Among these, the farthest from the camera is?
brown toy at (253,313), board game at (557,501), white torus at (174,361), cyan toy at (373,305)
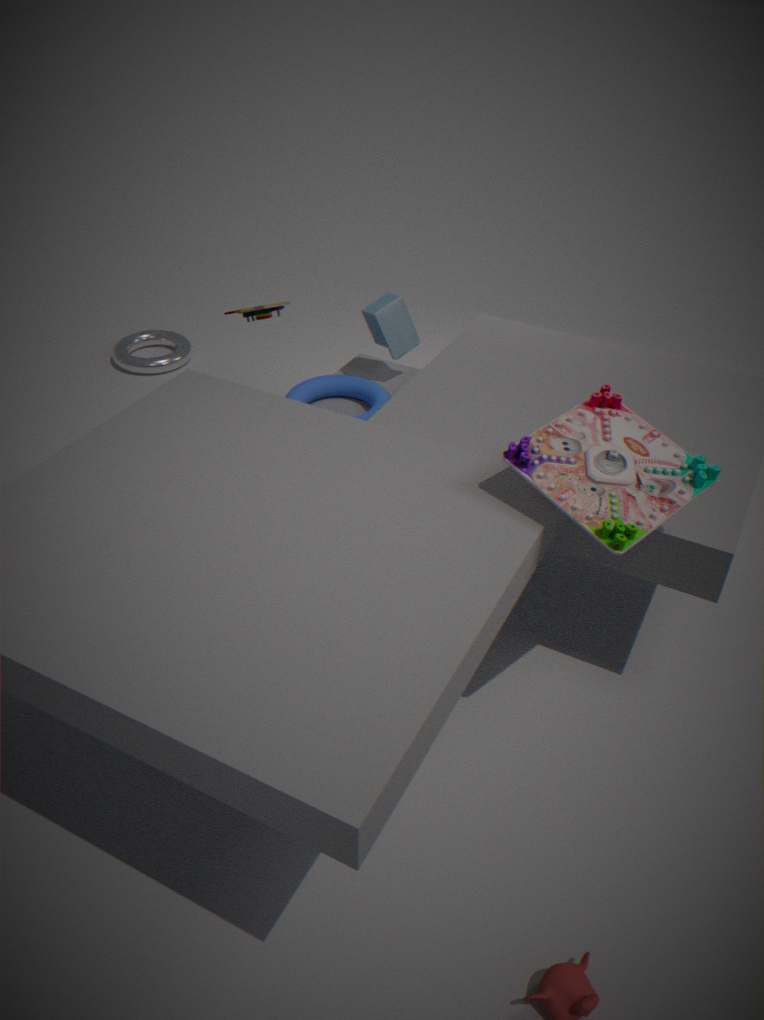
white torus at (174,361)
